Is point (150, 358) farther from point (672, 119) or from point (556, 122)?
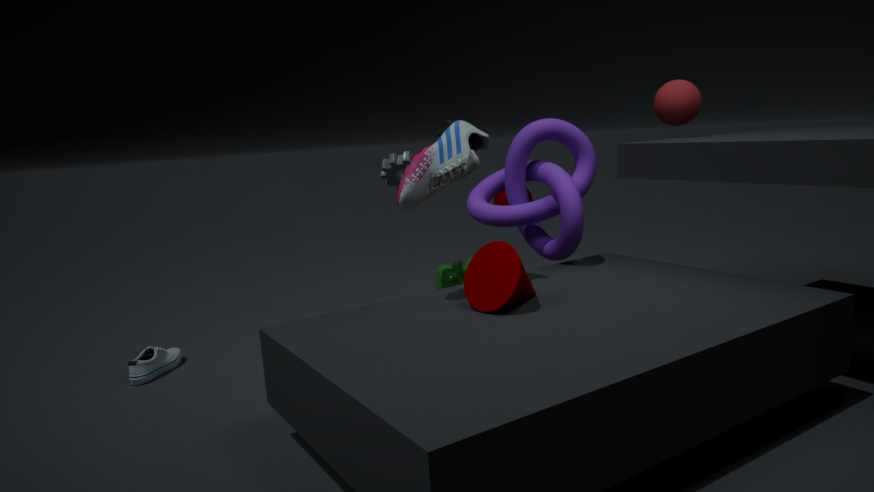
point (672, 119)
